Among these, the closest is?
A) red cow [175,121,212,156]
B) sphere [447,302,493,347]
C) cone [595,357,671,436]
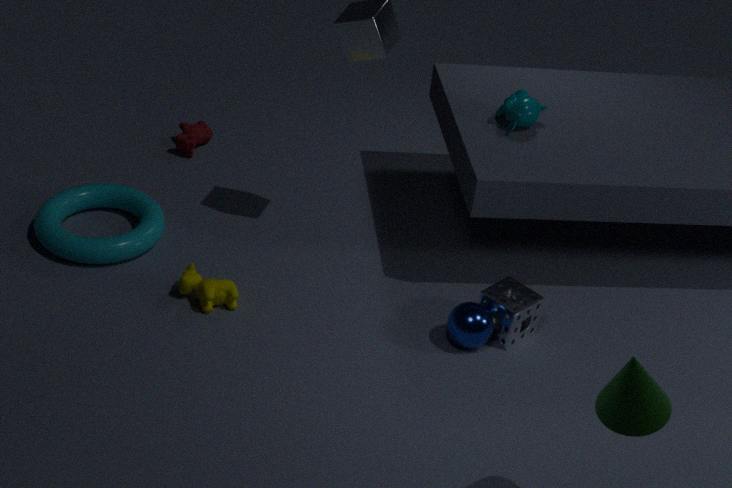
cone [595,357,671,436]
